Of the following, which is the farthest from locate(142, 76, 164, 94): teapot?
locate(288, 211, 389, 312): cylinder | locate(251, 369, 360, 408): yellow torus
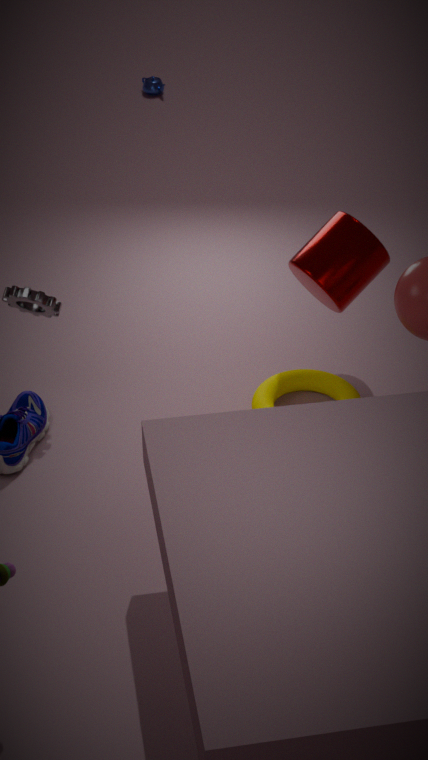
locate(251, 369, 360, 408): yellow torus
